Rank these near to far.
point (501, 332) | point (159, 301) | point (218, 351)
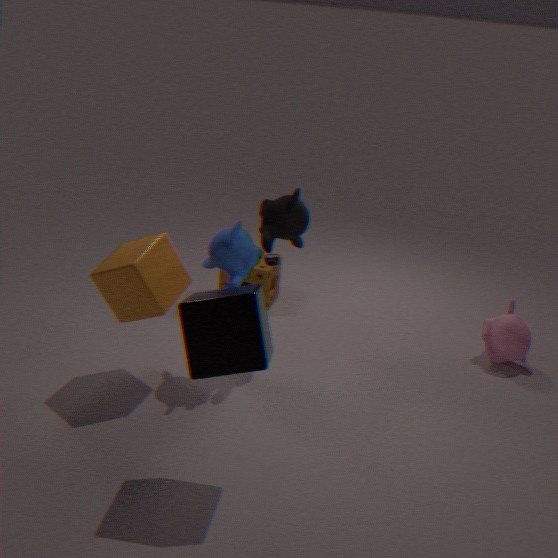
point (218, 351) < point (159, 301) < point (501, 332)
